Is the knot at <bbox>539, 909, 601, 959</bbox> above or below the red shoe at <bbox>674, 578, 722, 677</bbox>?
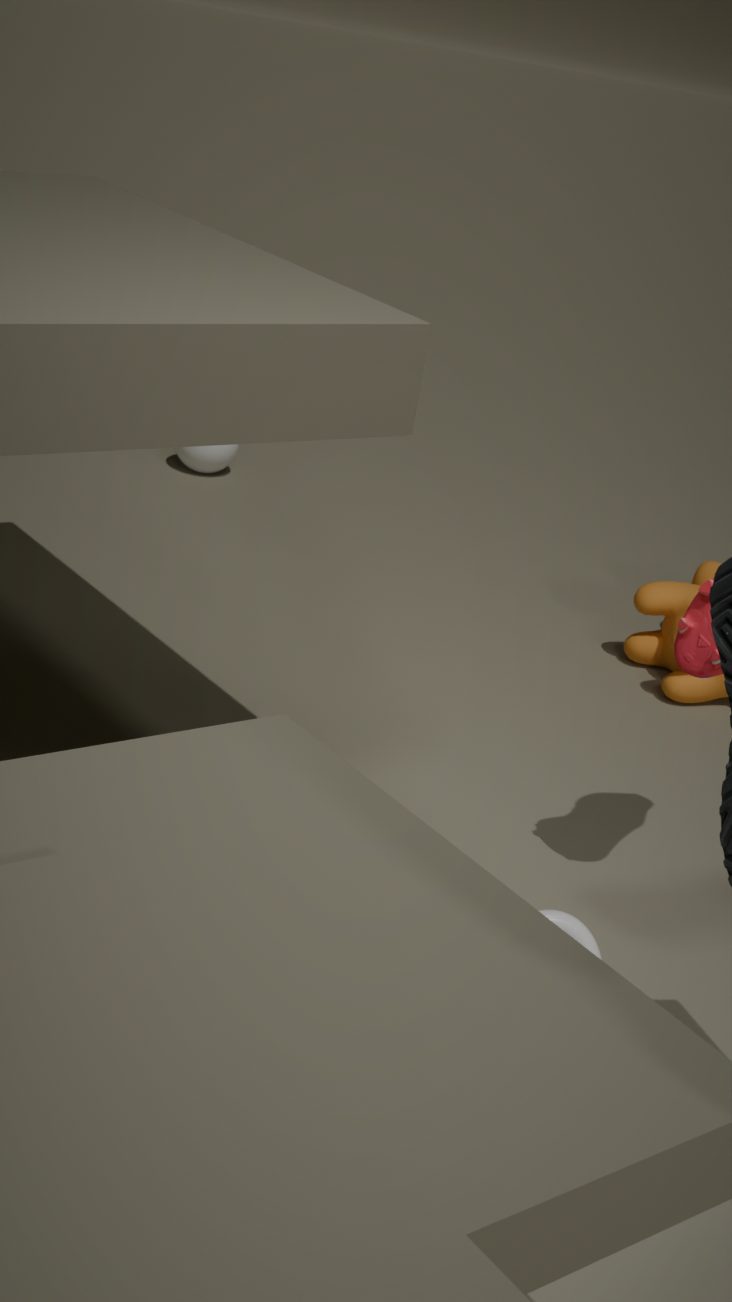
below
